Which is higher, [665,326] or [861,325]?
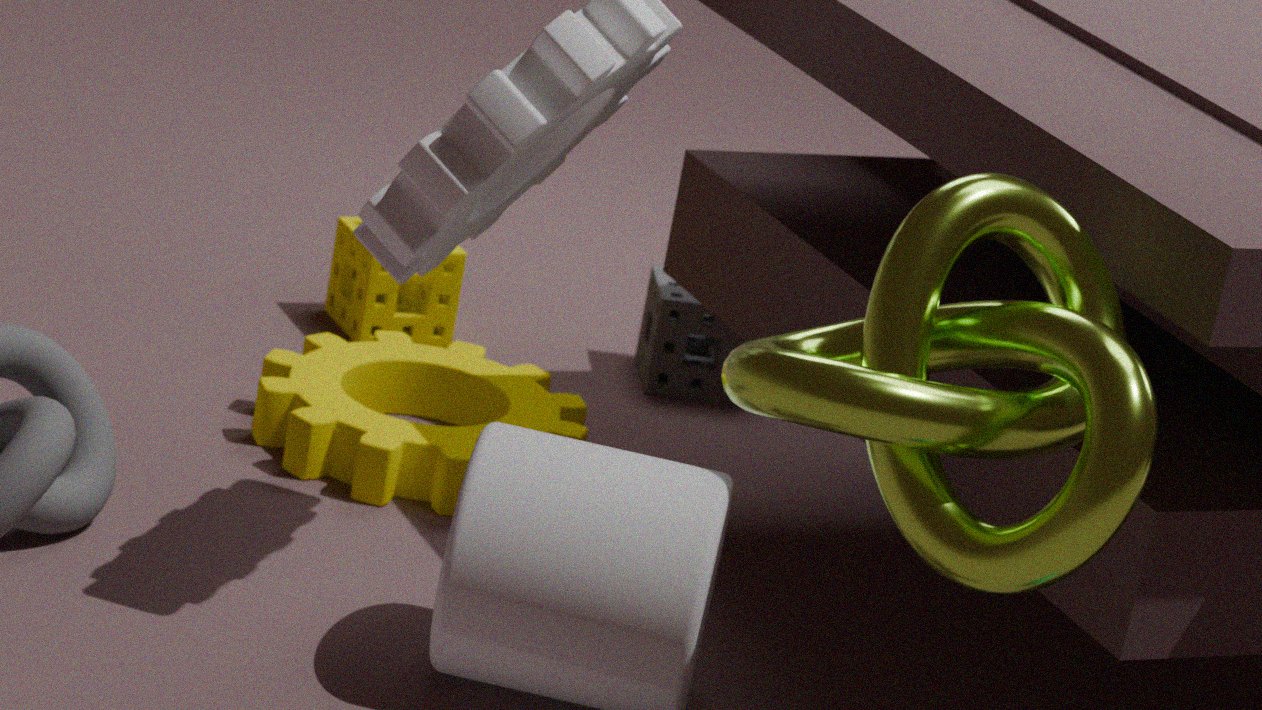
[861,325]
